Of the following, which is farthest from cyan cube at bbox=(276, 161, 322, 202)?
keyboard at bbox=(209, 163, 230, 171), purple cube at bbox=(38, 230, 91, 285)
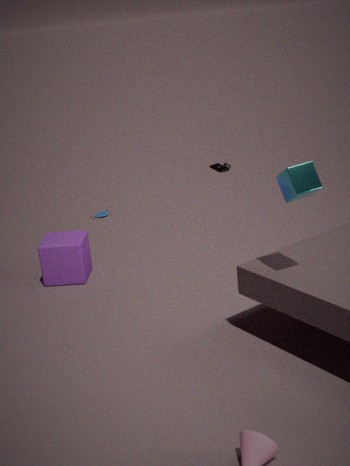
keyboard at bbox=(209, 163, 230, 171)
